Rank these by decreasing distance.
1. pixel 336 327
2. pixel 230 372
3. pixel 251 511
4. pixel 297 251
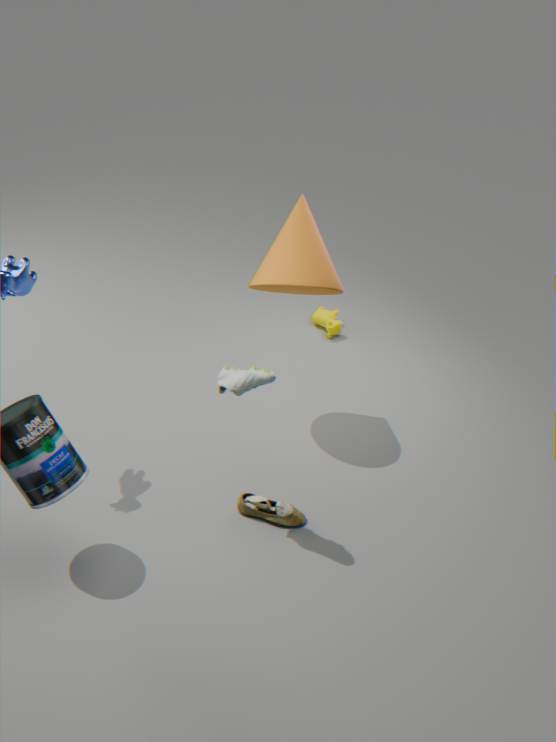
pixel 336 327
pixel 297 251
pixel 251 511
pixel 230 372
